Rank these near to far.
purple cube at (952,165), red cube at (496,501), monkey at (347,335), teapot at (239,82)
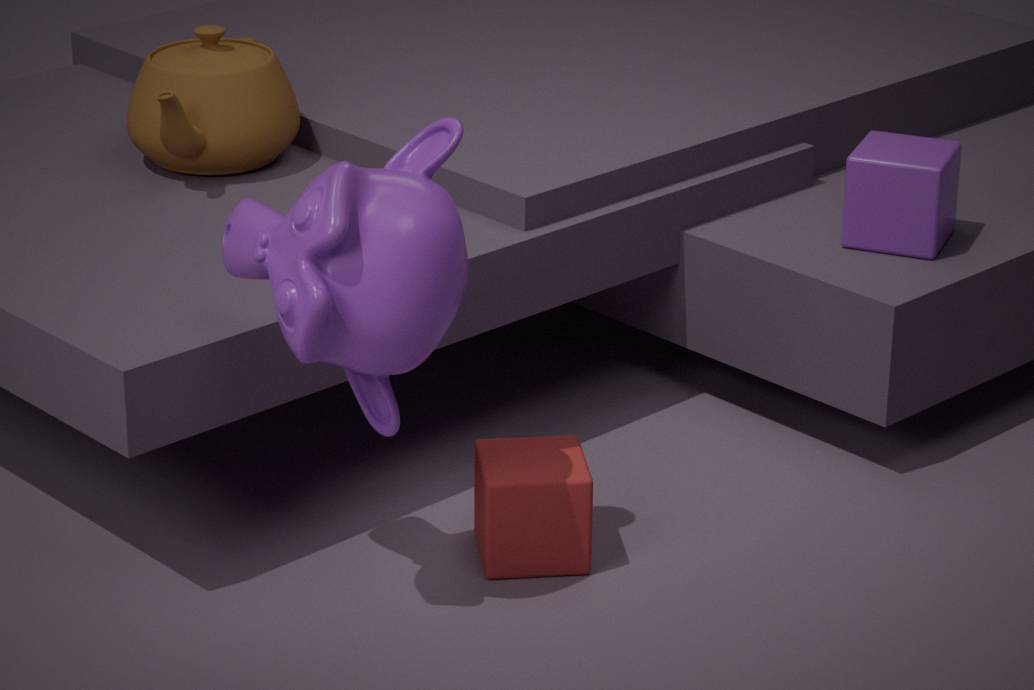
monkey at (347,335), red cube at (496,501), purple cube at (952,165), teapot at (239,82)
